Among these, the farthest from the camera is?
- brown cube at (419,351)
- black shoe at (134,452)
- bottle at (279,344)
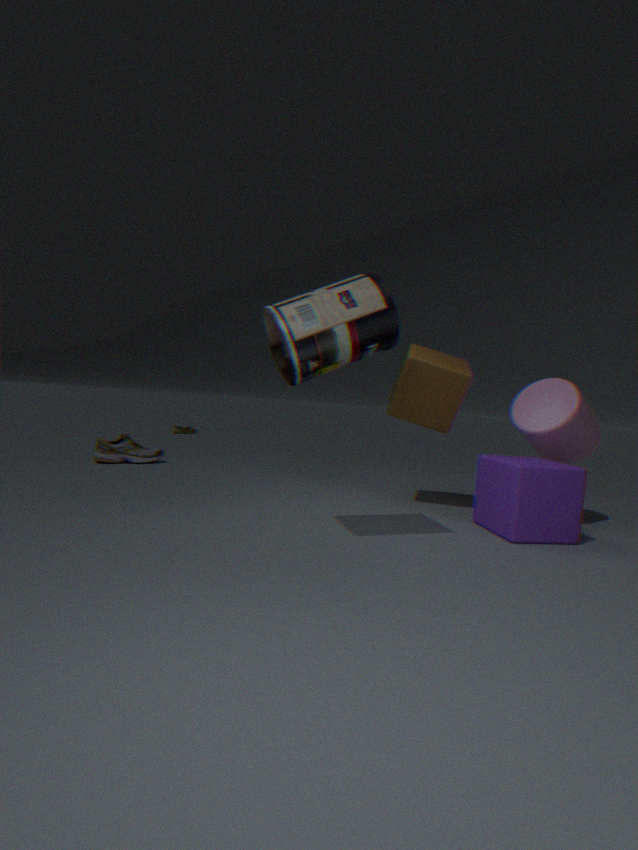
black shoe at (134,452)
